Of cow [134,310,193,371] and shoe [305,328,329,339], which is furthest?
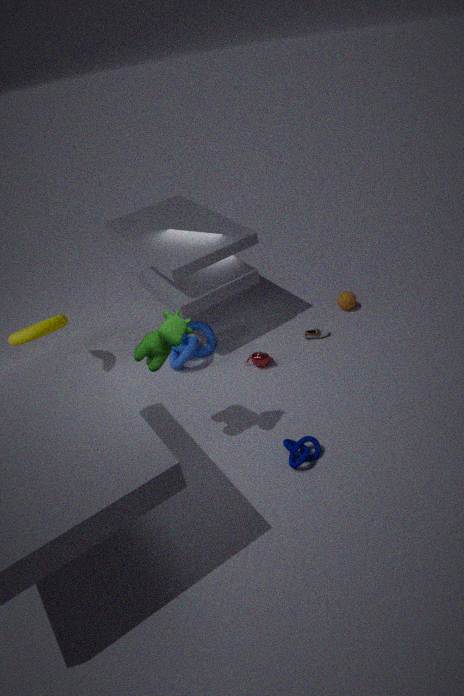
shoe [305,328,329,339]
